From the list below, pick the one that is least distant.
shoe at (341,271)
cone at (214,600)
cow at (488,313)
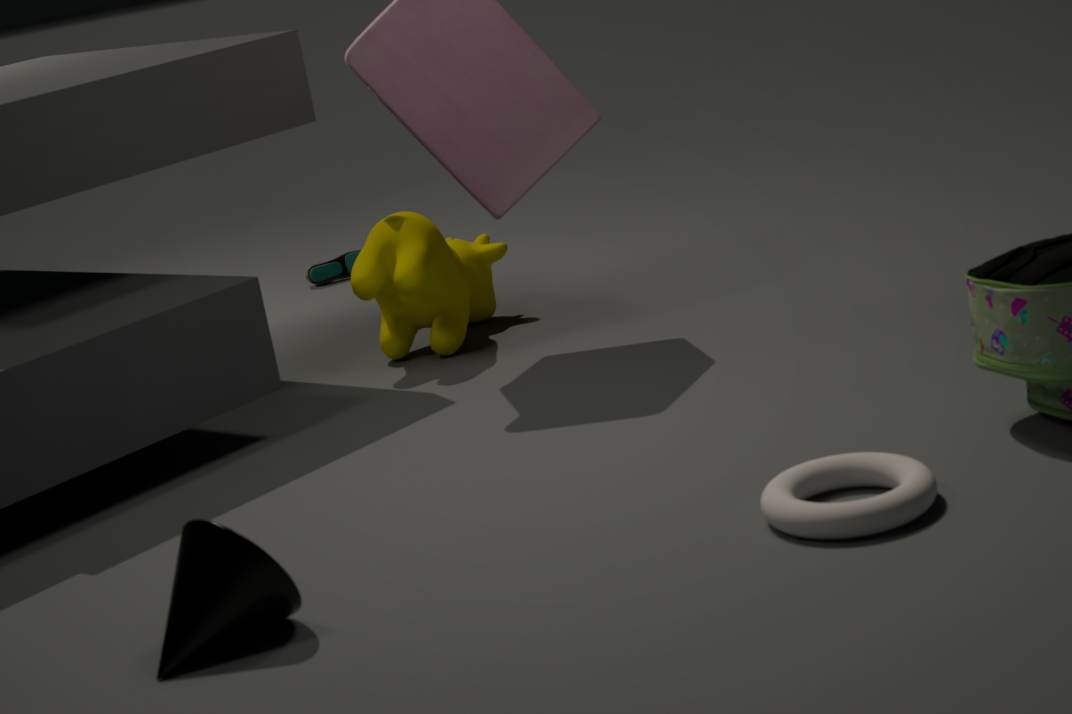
cone at (214,600)
